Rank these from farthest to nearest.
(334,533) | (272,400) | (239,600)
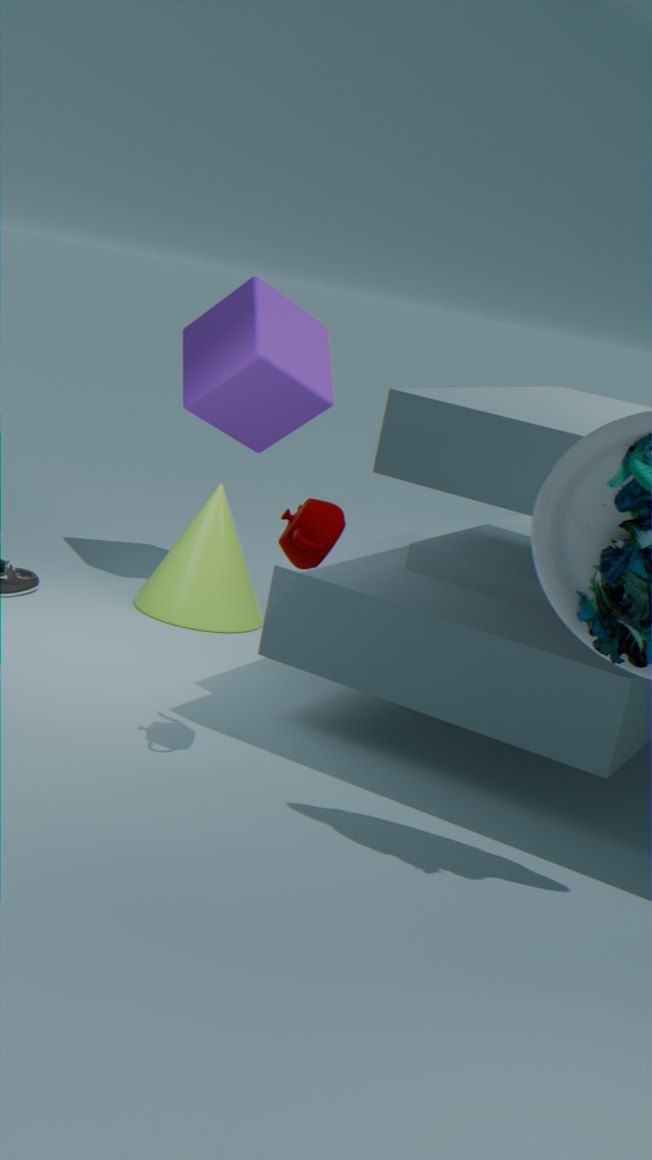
(272,400)
(239,600)
(334,533)
